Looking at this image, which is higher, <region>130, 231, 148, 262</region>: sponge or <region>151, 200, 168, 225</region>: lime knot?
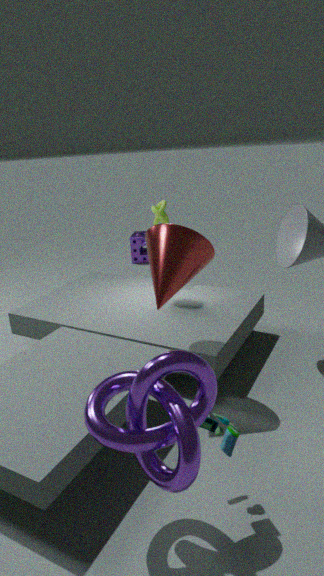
<region>151, 200, 168, 225</region>: lime knot
